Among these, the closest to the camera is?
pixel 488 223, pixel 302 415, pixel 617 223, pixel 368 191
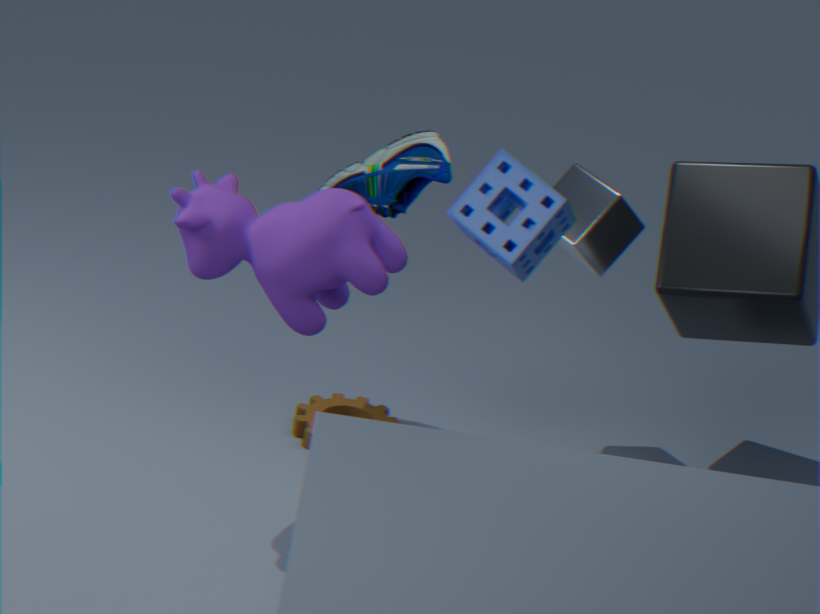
pixel 488 223
